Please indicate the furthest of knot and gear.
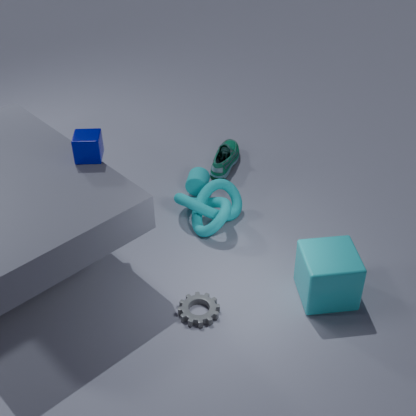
knot
